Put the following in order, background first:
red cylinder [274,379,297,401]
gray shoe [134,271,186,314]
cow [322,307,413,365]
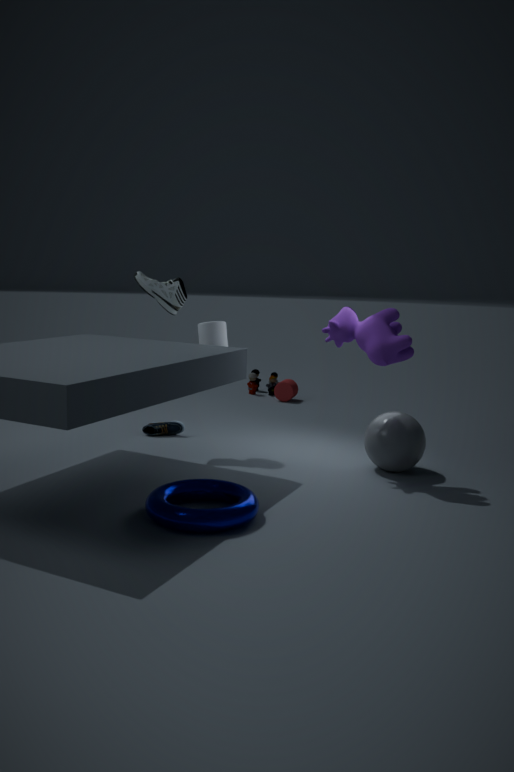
1. red cylinder [274,379,297,401]
2. gray shoe [134,271,186,314]
3. cow [322,307,413,365]
